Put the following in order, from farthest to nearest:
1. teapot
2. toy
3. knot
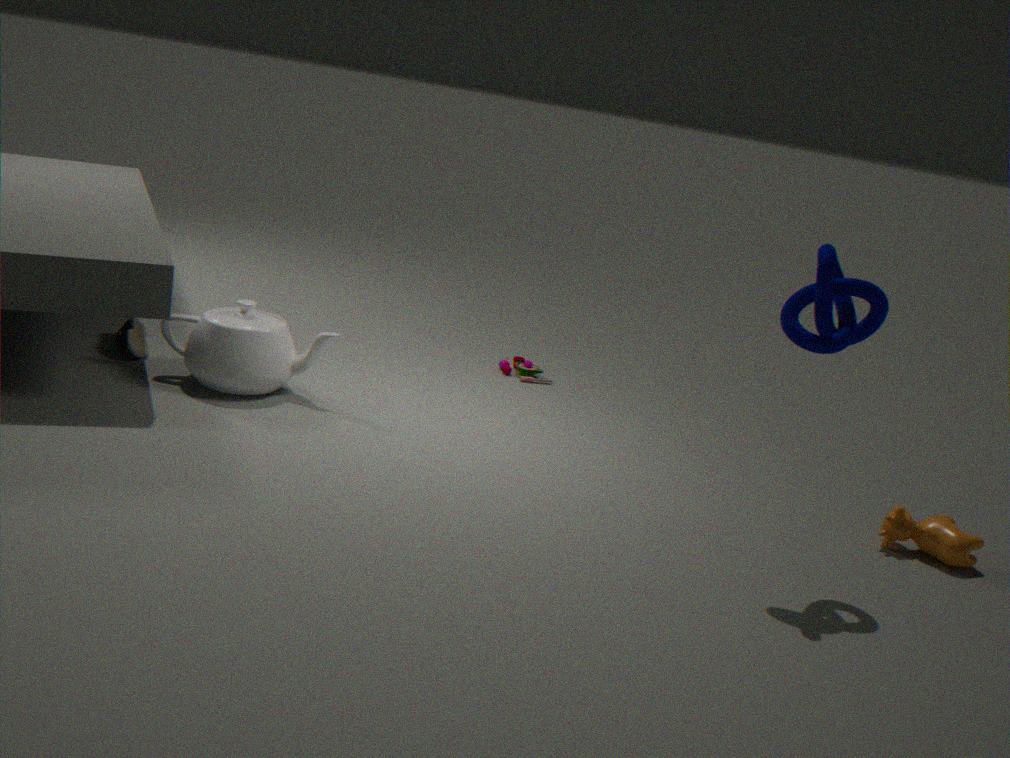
toy
teapot
knot
